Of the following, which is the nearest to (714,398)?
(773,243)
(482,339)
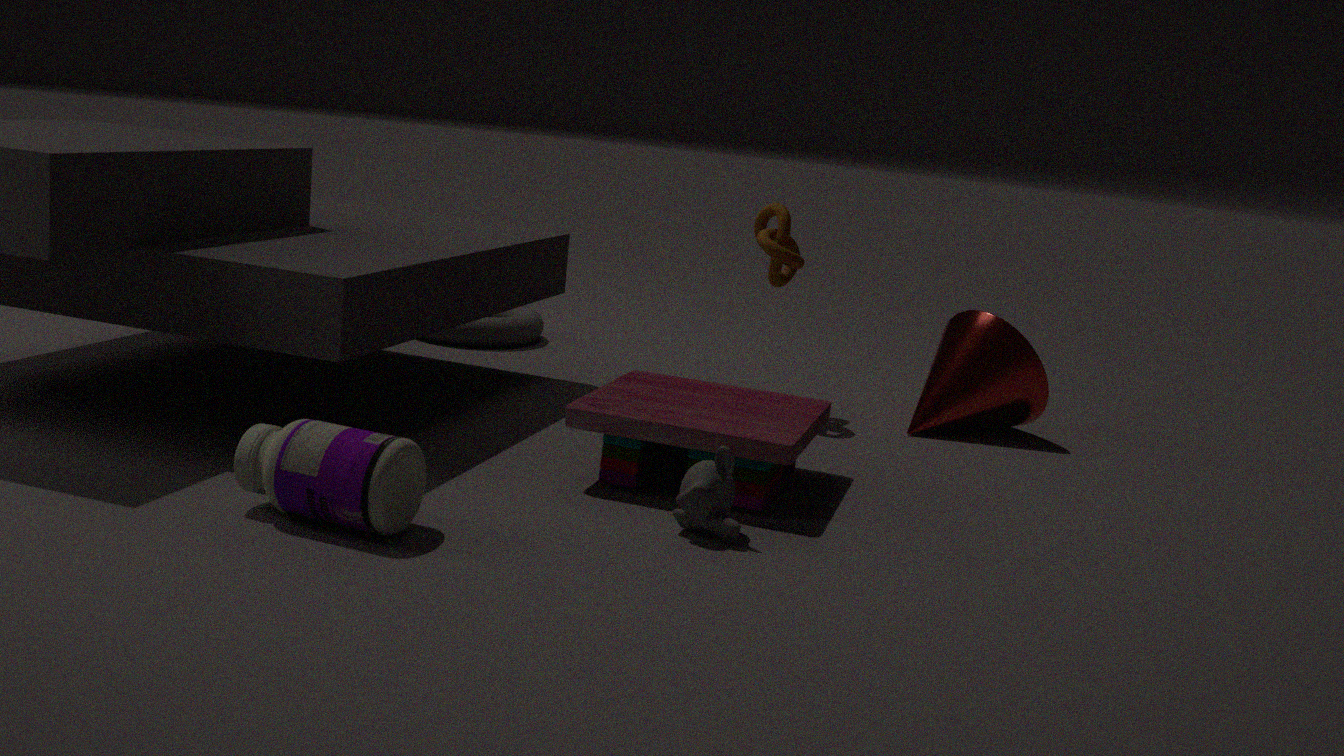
(773,243)
